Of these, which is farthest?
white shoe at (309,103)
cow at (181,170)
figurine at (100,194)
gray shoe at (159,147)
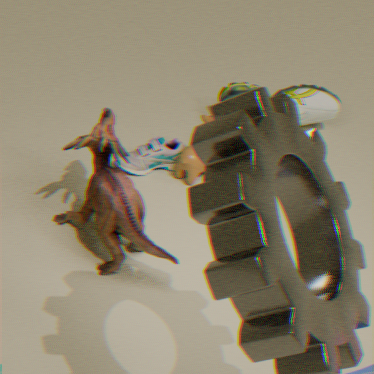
white shoe at (309,103)
